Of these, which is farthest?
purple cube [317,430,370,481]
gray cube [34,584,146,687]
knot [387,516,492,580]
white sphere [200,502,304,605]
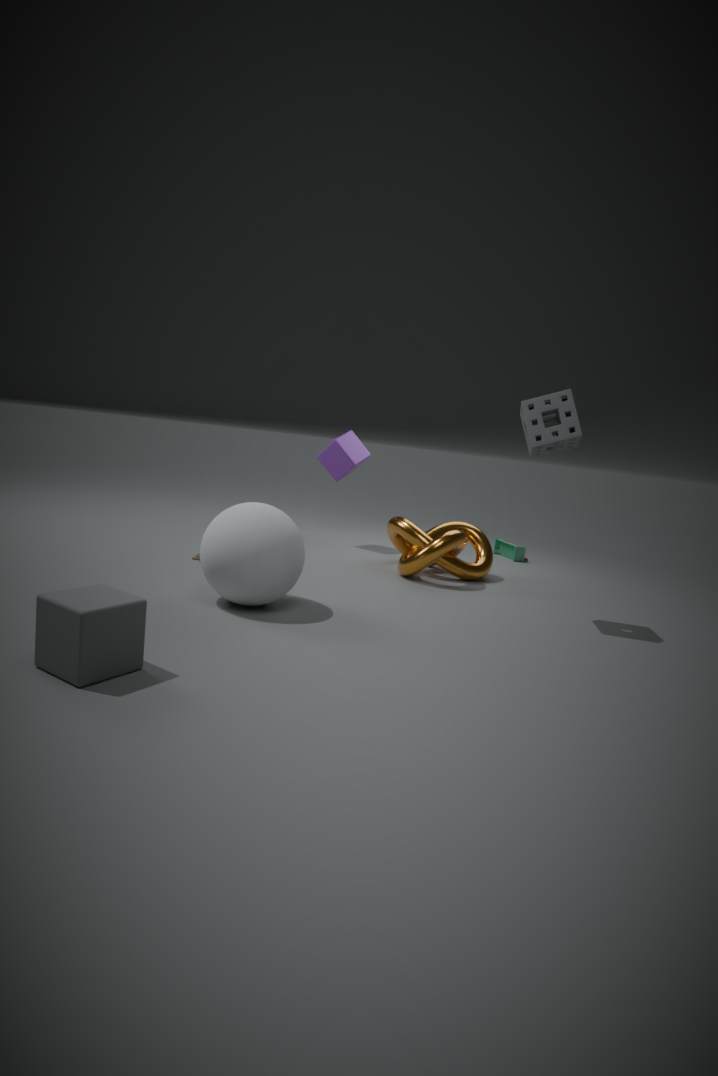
purple cube [317,430,370,481]
